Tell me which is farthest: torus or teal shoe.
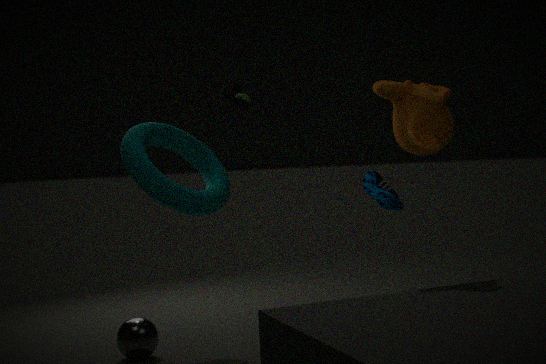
teal shoe
